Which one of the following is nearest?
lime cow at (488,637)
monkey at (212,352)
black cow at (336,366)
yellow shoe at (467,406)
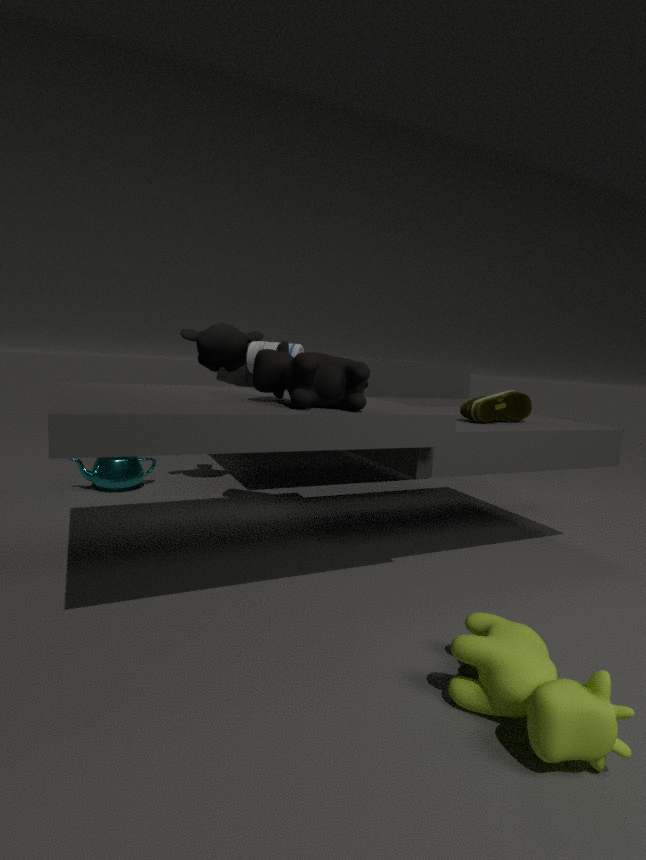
lime cow at (488,637)
